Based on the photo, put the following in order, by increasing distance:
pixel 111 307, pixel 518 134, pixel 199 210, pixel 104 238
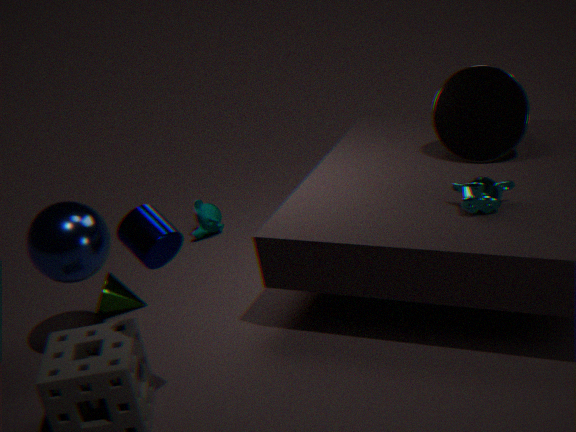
pixel 104 238 < pixel 518 134 < pixel 111 307 < pixel 199 210
